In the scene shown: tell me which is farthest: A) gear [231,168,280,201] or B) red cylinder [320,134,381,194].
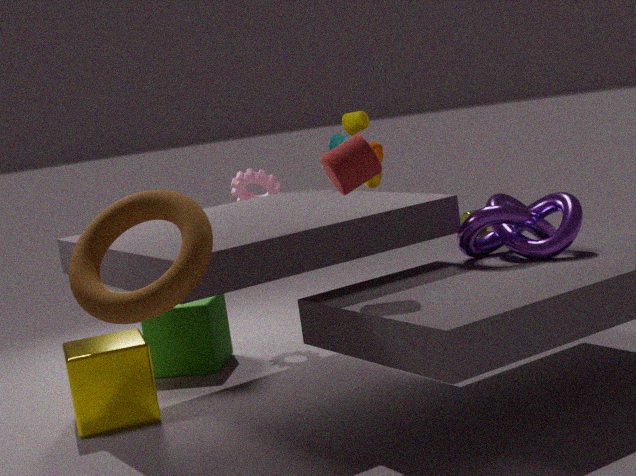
A. gear [231,168,280,201]
